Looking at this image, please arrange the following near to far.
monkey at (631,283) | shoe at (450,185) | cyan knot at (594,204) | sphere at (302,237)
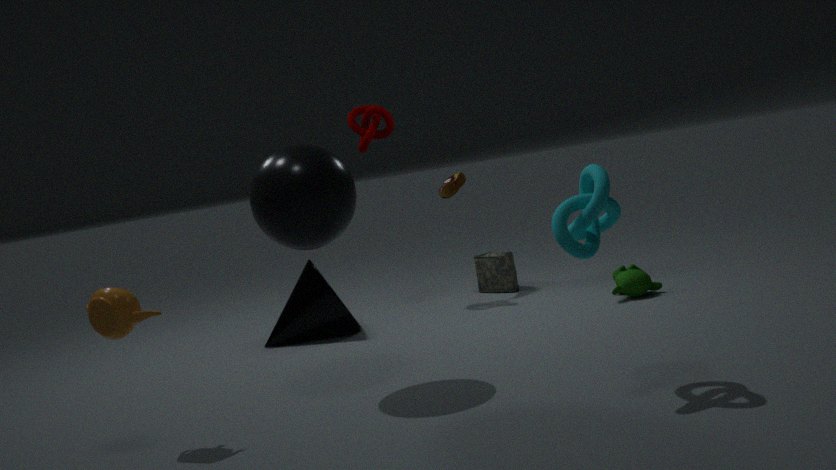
cyan knot at (594,204), sphere at (302,237), monkey at (631,283), shoe at (450,185)
